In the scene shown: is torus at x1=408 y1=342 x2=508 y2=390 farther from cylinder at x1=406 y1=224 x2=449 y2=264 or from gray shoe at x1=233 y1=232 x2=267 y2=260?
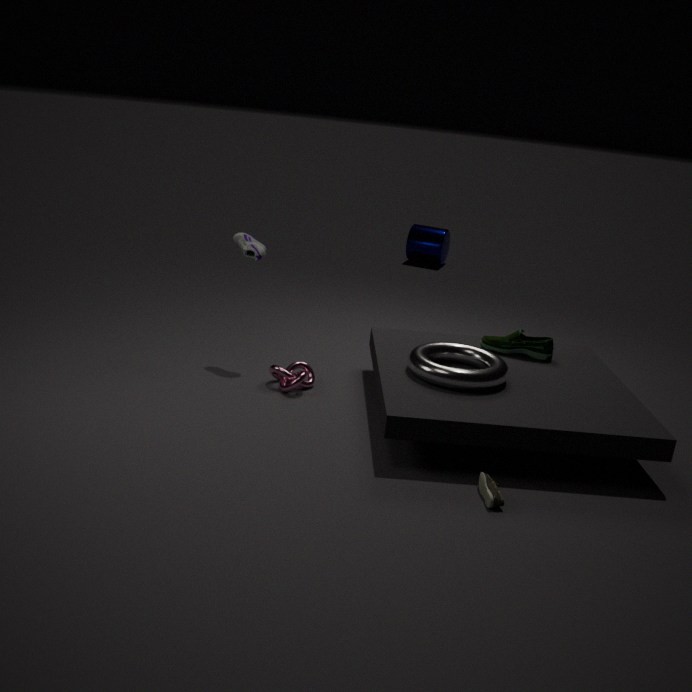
cylinder at x1=406 y1=224 x2=449 y2=264
